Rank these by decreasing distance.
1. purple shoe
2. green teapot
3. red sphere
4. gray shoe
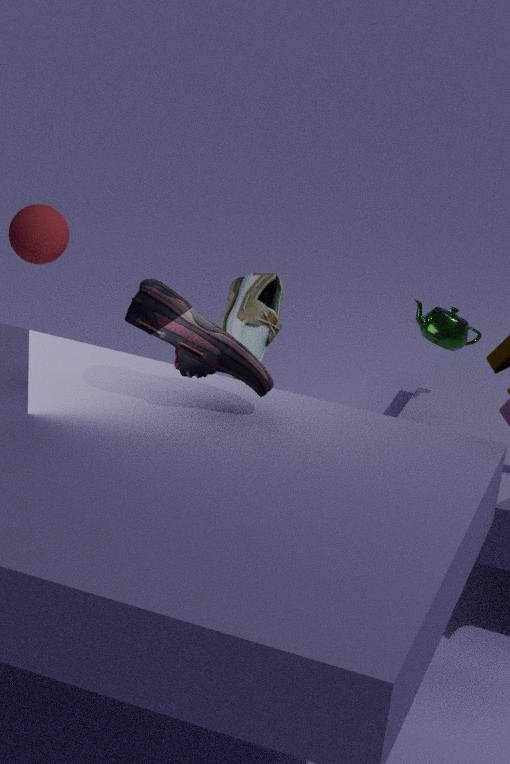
gray shoe, green teapot, red sphere, purple shoe
